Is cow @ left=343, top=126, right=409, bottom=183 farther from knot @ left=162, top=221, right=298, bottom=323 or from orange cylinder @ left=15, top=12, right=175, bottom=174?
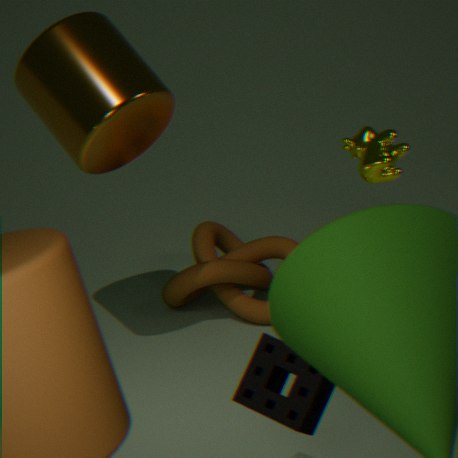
knot @ left=162, top=221, right=298, bottom=323
